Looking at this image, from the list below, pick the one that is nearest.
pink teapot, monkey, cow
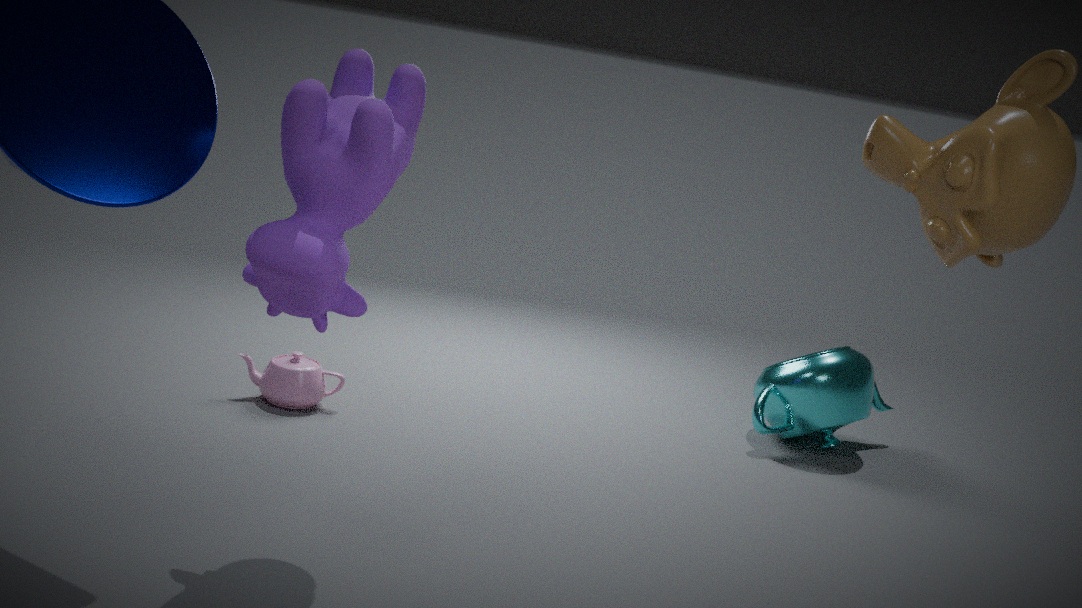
cow
